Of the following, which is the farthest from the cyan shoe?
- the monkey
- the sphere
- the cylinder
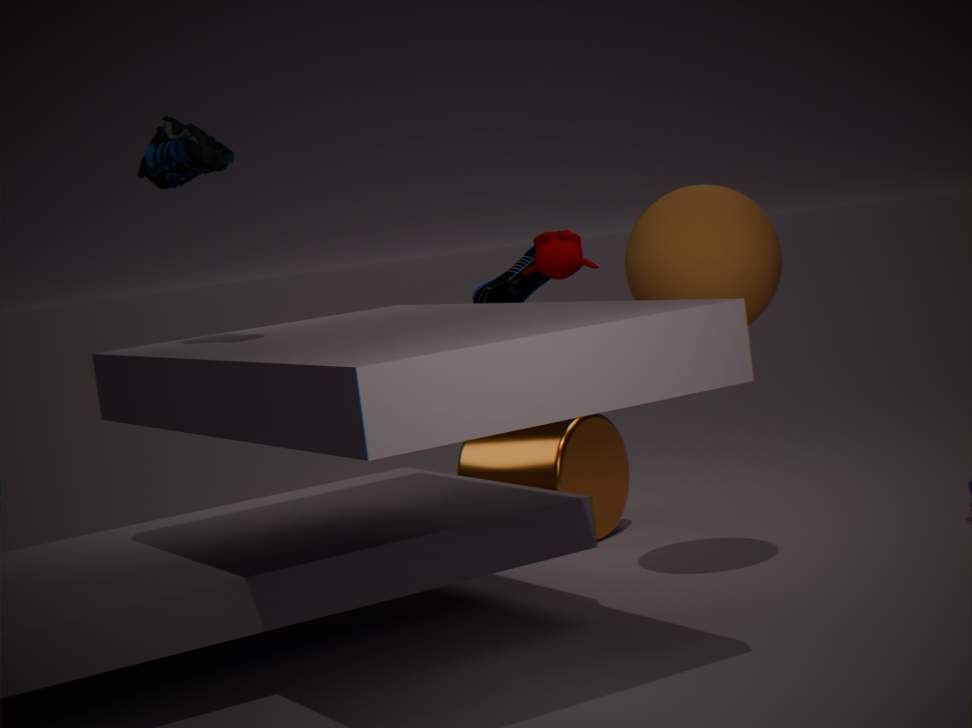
the monkey
